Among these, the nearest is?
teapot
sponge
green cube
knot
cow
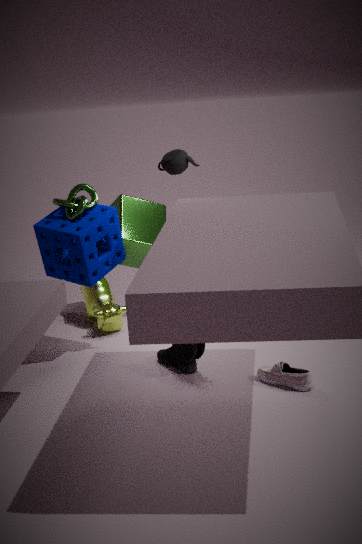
teapot
